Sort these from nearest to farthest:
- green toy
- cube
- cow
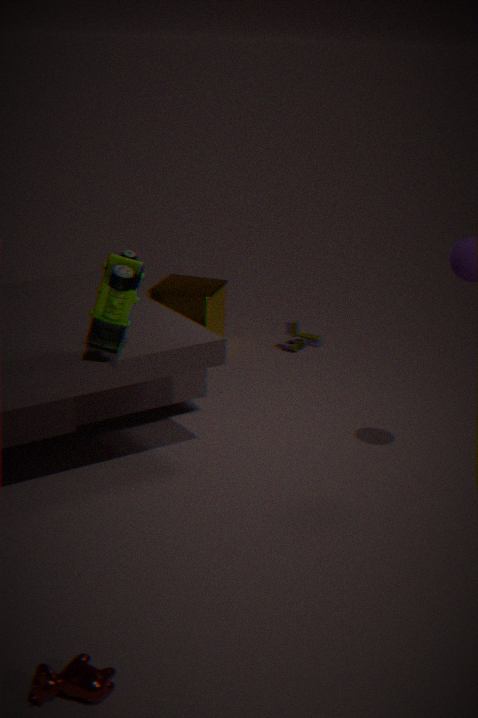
cow < green toy < cube
